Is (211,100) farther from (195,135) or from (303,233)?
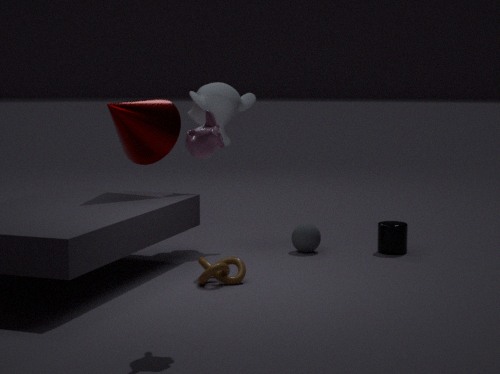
(195,135)
